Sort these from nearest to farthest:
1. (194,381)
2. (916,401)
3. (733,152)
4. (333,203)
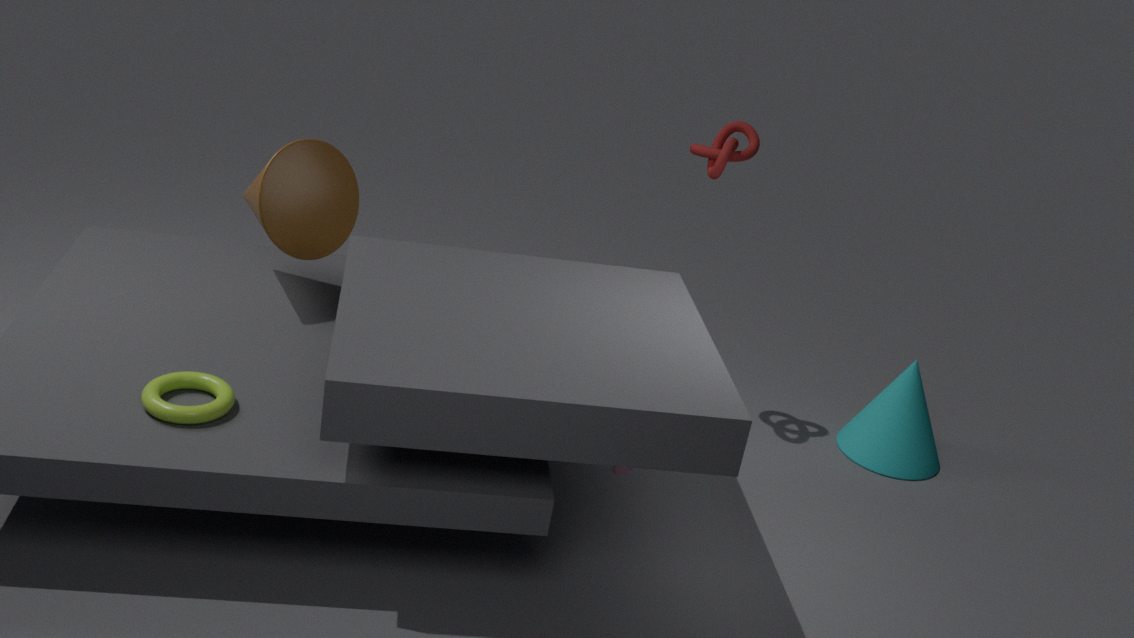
1. (194,381)
2. (333,203)
3. (733,152)
4. (916,401)
